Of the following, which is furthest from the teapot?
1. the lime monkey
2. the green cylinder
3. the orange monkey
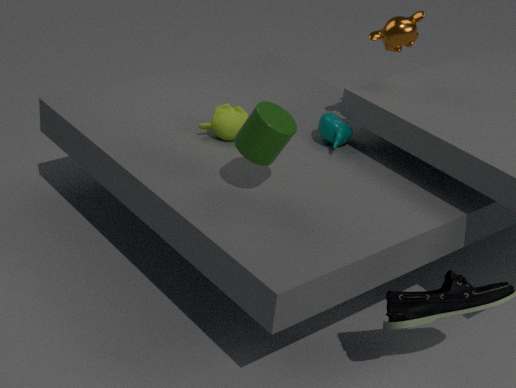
the green cylinder
